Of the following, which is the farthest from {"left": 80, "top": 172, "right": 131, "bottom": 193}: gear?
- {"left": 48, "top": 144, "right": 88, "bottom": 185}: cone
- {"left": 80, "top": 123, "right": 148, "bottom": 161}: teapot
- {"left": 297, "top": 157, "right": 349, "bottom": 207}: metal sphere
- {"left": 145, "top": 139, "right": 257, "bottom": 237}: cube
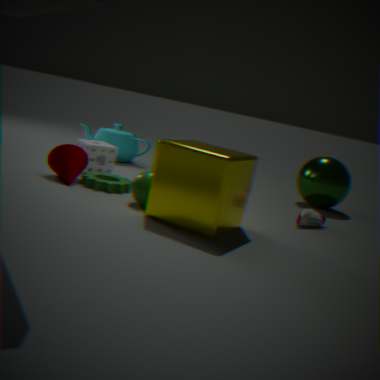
{"left": 297, "top": 157, "right": 349, "bottom": 207}: metal sphere
